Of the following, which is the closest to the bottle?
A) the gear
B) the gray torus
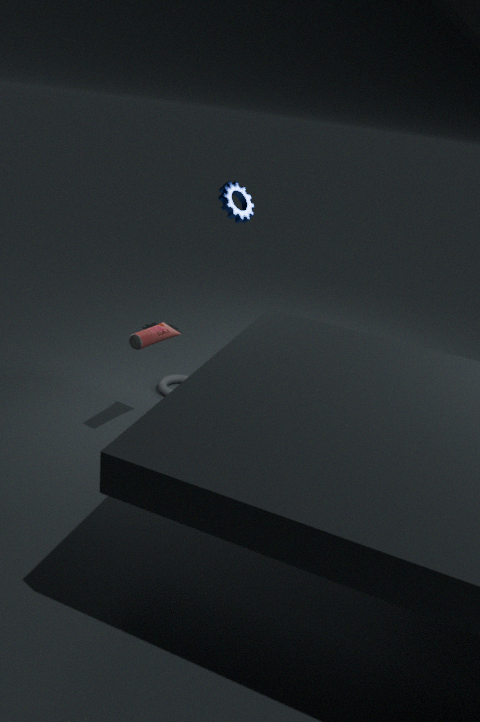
the gray torus
